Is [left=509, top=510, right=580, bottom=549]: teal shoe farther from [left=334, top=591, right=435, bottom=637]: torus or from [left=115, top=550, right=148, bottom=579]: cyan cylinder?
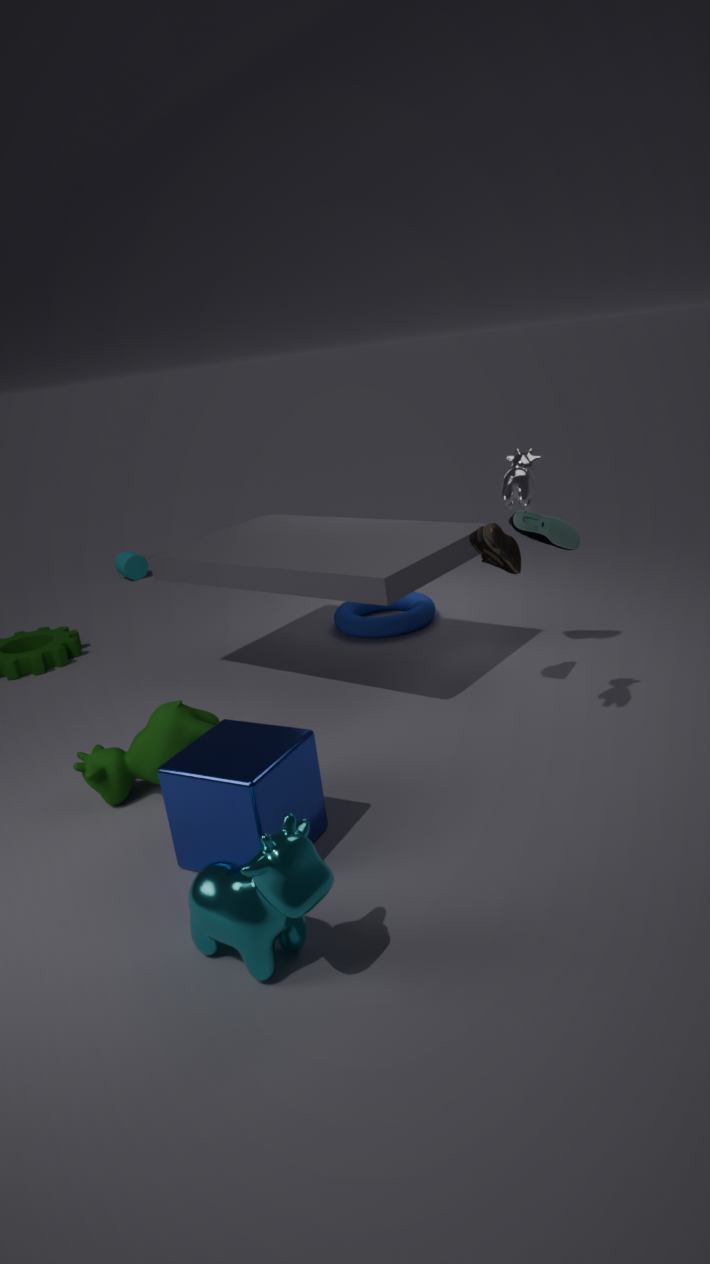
[left=115, top=550, right=148, bottom=579]: cyan cylinder
